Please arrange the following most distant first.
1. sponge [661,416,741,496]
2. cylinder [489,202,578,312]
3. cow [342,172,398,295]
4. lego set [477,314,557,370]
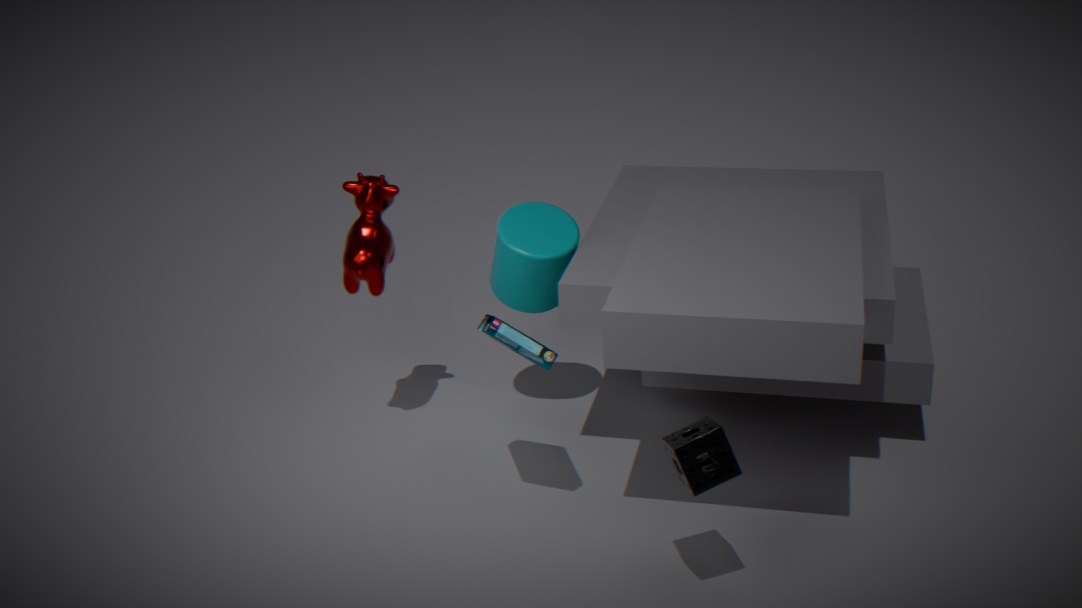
1. cylinder [489,202,578,312]
2. cow [342,172,398,295]
3. lego set [477,314,557,370]
4. sponge [661,416,741,496]
